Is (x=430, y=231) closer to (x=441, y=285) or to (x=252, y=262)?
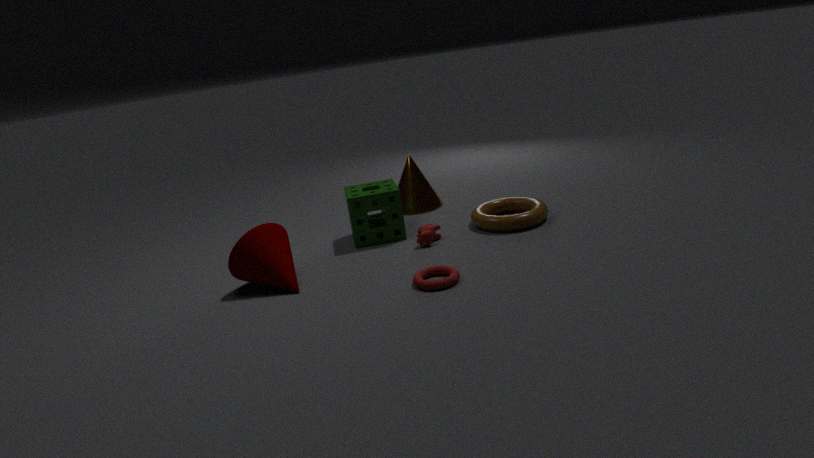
(x=441, y=285)
